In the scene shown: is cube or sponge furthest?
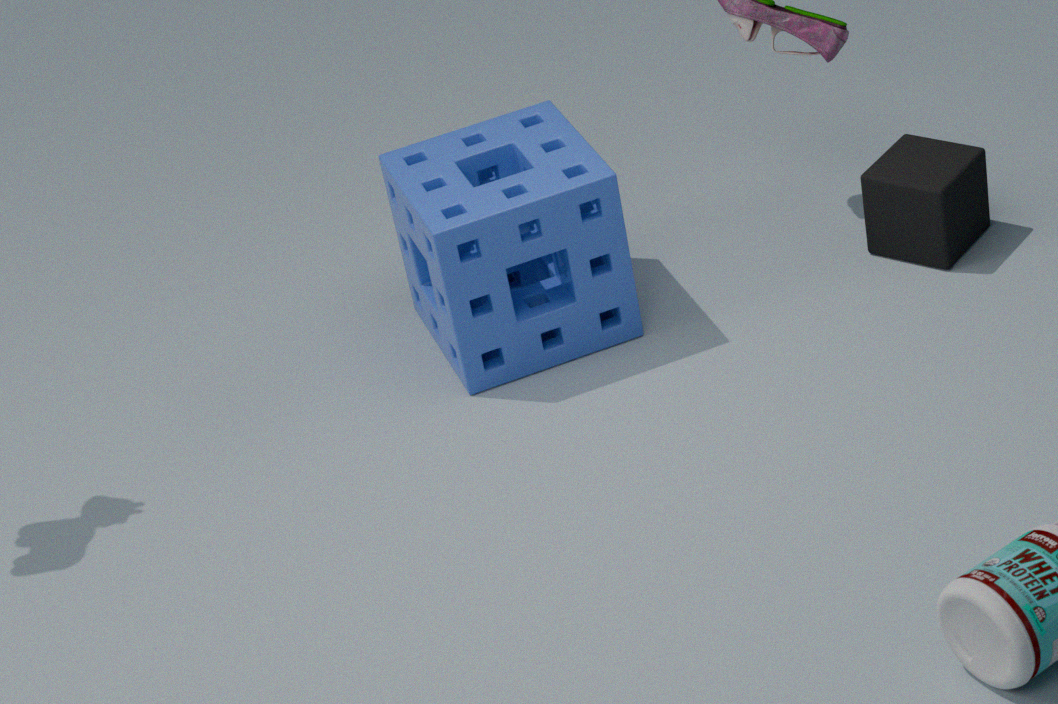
cube
